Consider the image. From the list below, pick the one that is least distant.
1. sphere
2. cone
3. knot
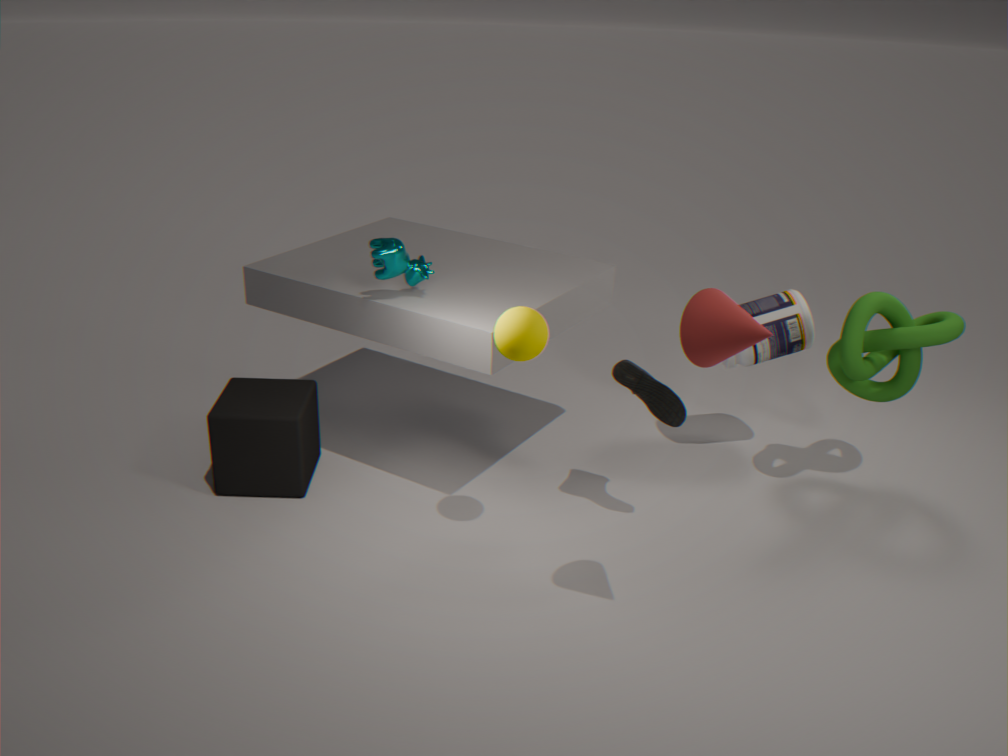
cone
